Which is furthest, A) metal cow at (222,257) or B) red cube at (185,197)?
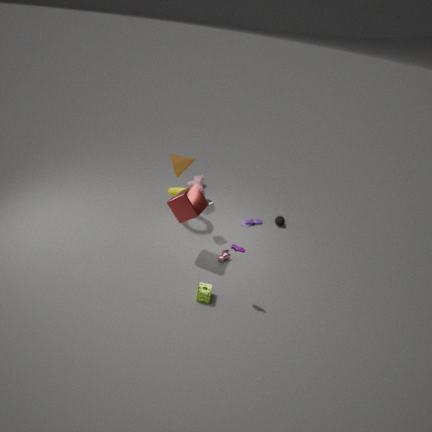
A. metal cow at (222,257)
